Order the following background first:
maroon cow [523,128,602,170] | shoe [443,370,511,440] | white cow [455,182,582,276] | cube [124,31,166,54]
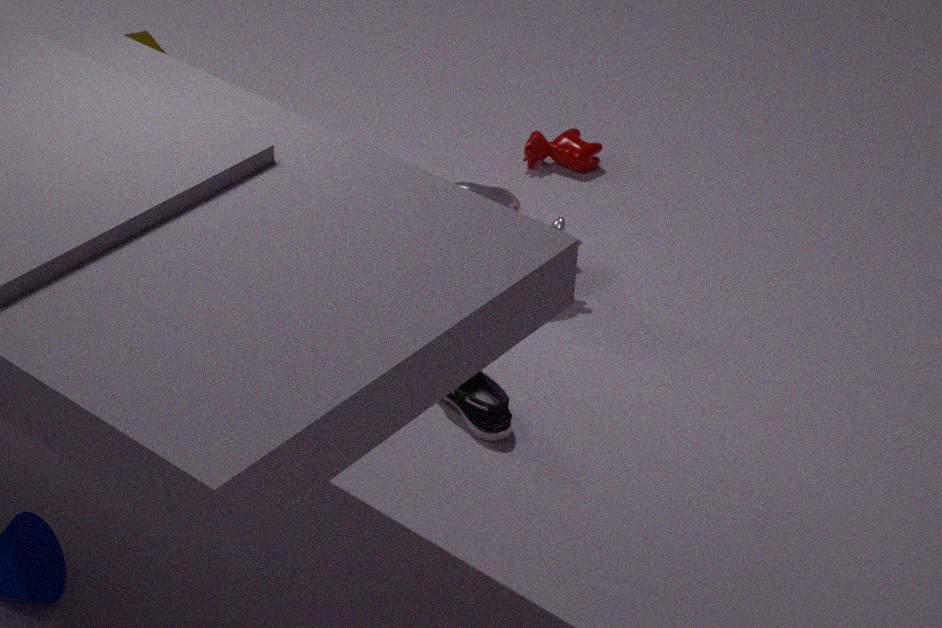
maroon cow [523,128,602,170], cube [124,31,166,54], white cow [455,182,582,276], shoe [443,370,511,440]
